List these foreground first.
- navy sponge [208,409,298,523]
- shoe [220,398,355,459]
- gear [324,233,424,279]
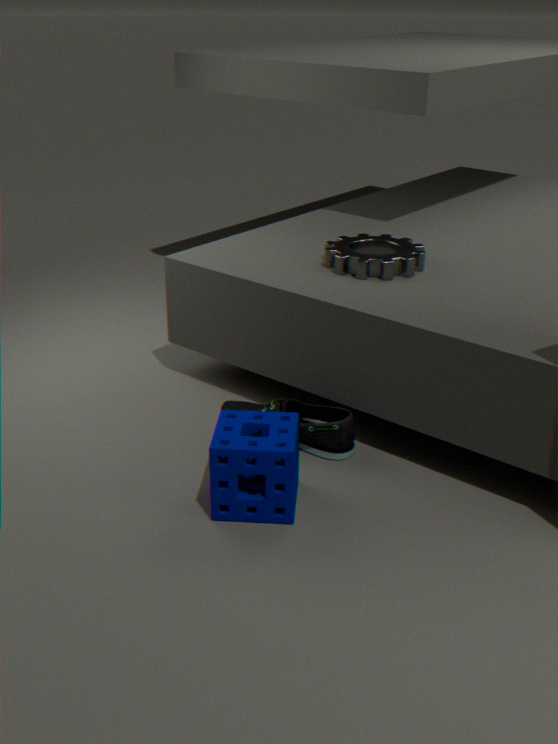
navy sponge [208,409,298,523] < shoe [220,398,355,459] < gear [324,233,424,279]
